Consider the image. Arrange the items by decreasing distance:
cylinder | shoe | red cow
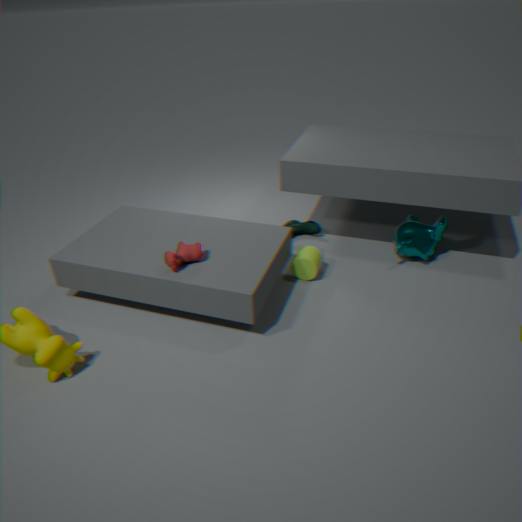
shoe < cylinder < red cow
